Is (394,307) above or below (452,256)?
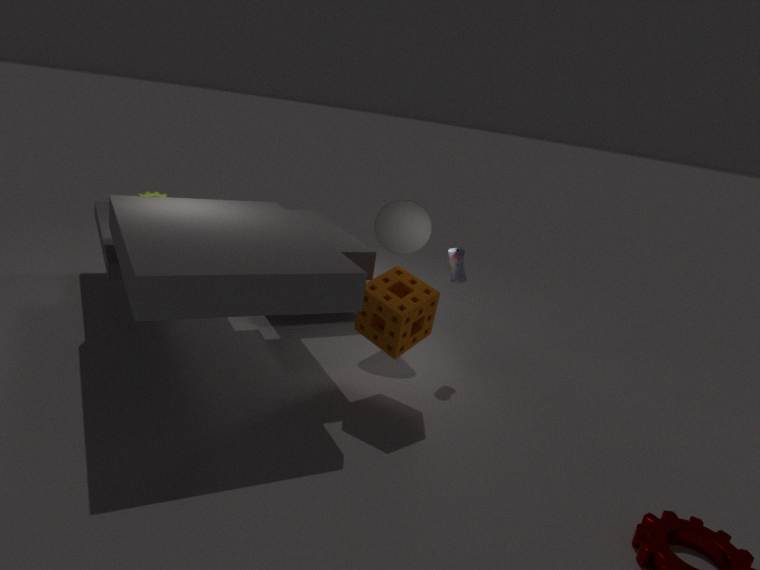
below
